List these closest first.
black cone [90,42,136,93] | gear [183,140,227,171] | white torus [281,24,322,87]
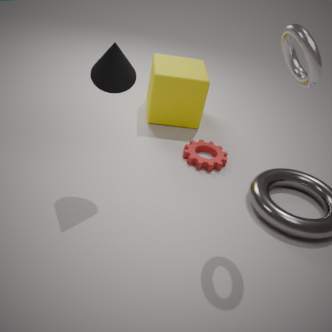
white torus [281,24,322,87]
black cone [90,42,136,93]
gear [183,140,227,171]
